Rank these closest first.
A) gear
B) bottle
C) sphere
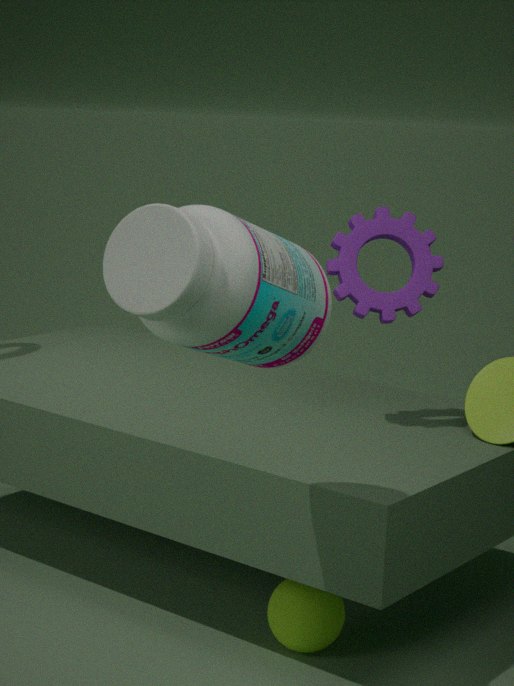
1. bottle
2. sphere
3. gear
